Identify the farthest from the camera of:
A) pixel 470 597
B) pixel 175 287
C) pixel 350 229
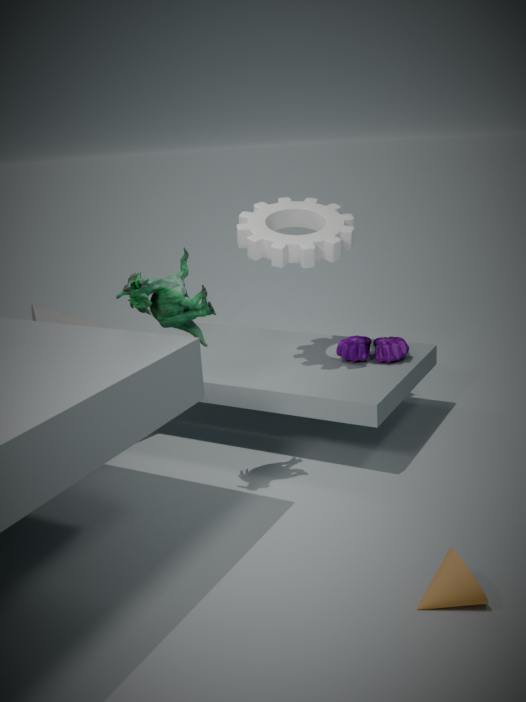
pixel 350 229
